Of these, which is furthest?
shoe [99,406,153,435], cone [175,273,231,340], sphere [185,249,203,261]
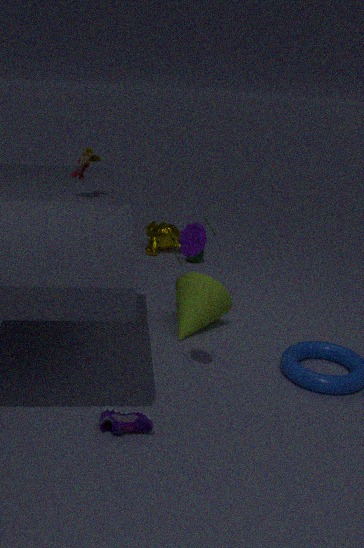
sphere [185,249,203,261]
